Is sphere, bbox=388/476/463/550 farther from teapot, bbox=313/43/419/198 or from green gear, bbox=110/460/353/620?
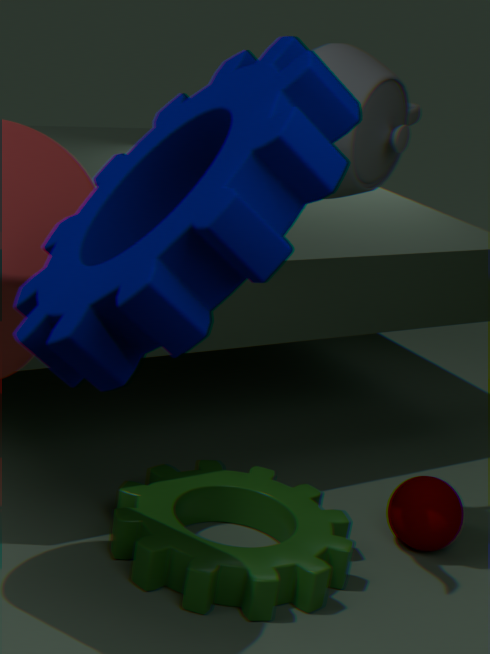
teapot, bbox=313/43/419/198
